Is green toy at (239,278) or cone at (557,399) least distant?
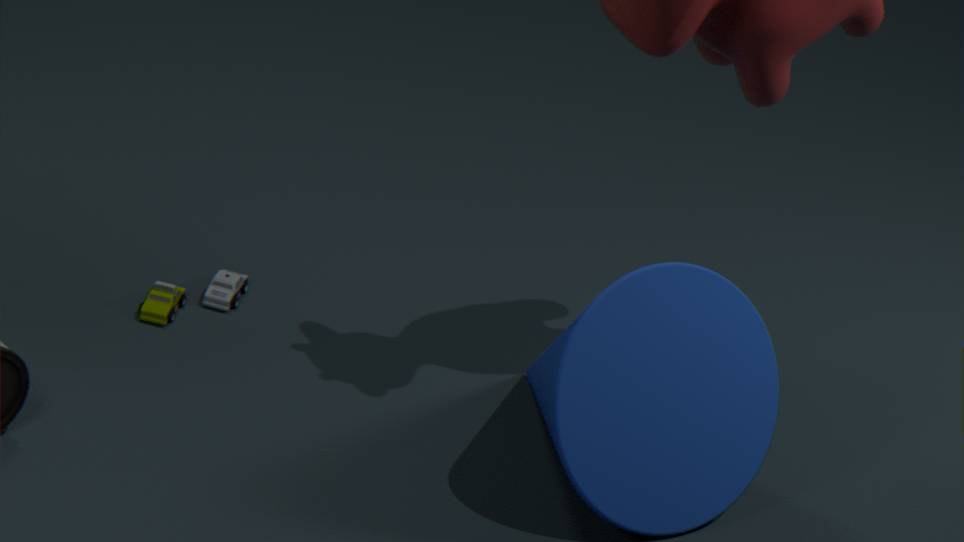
cone at (557,399)
